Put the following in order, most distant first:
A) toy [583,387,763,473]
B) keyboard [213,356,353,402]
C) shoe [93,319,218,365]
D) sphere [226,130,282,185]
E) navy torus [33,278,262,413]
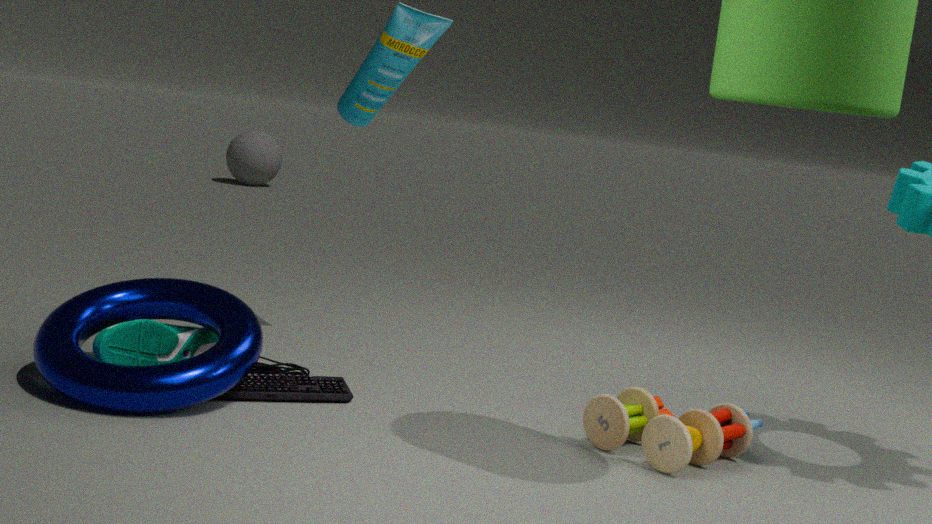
sphere [226,130,282,185], keyboard [213,356,353,402], shoe [93,319,218,365], toy [583,387,763,473], navy torus [33,278,262,413]
